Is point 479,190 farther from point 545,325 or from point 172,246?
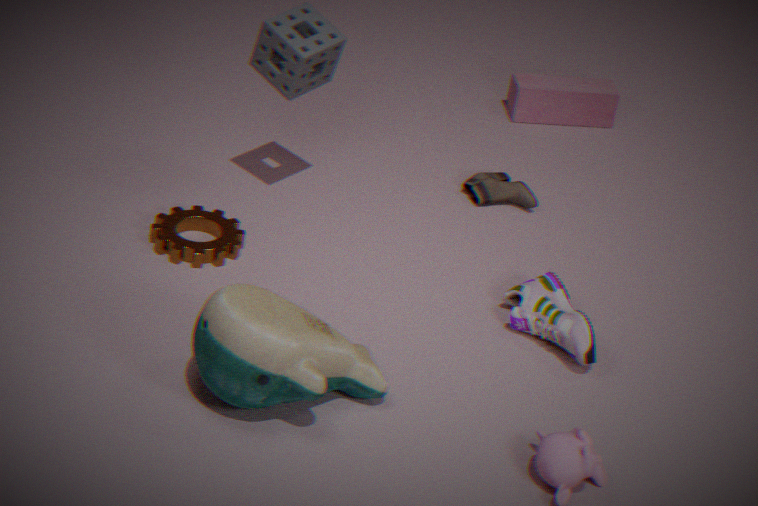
point 172,246
